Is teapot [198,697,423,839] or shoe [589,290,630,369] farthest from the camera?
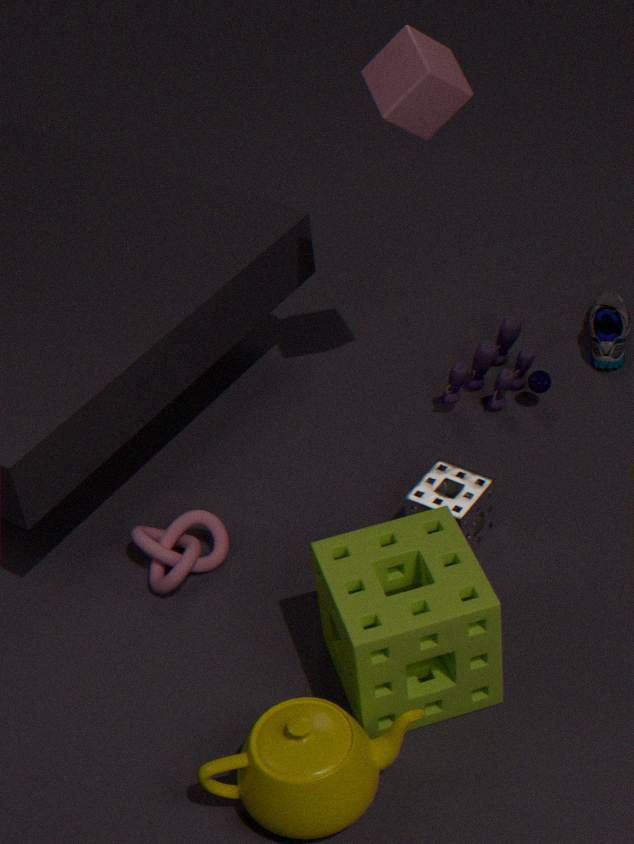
shoe [589,290,630,369]
